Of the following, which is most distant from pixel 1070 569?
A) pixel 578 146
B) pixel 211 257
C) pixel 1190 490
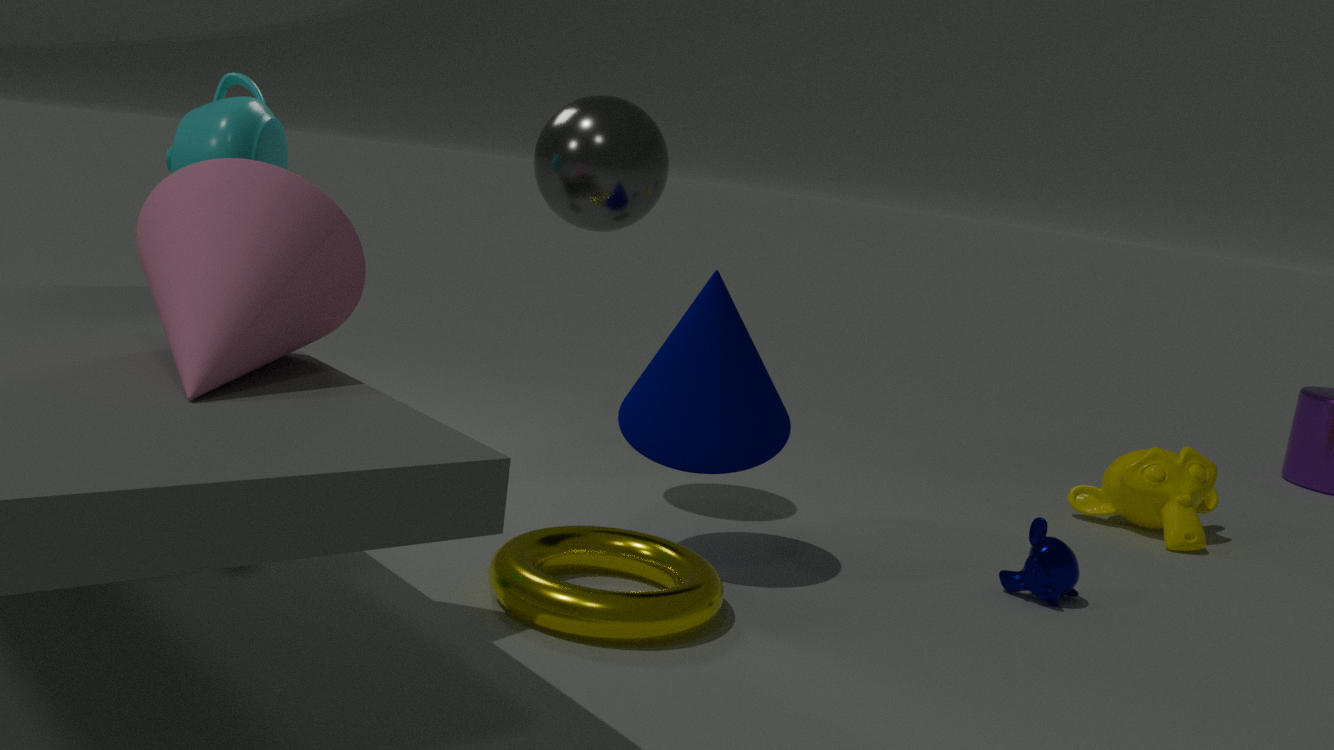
pixel 211 257
